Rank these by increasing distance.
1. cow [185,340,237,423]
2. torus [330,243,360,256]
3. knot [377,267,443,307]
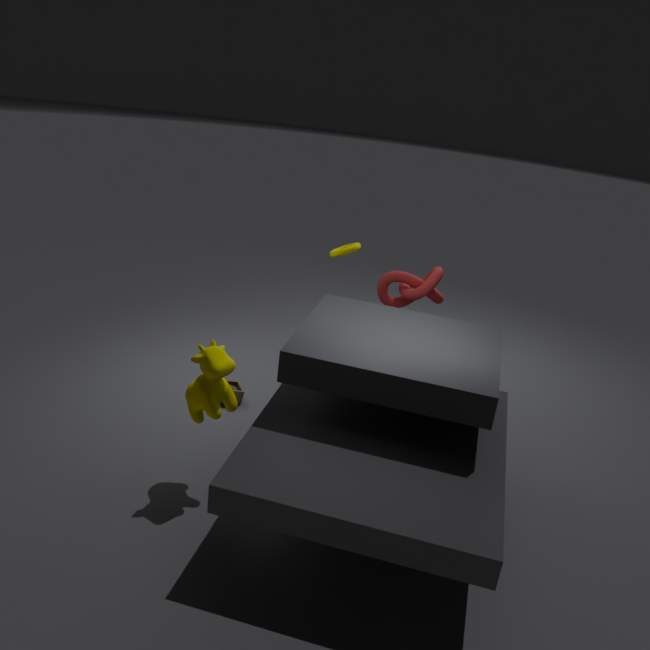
cow [185,340,237,423]
knot [377,267,443,307]
torus [330,243,360,256]
